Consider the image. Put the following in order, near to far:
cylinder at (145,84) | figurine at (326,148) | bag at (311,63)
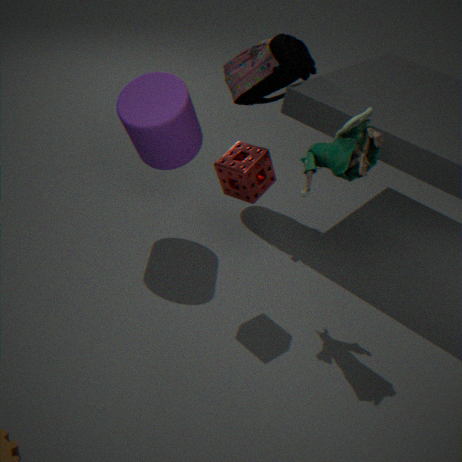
1. figurine at (326,148)
2. cylinder at (145,84)
3. bag at (311,63)
